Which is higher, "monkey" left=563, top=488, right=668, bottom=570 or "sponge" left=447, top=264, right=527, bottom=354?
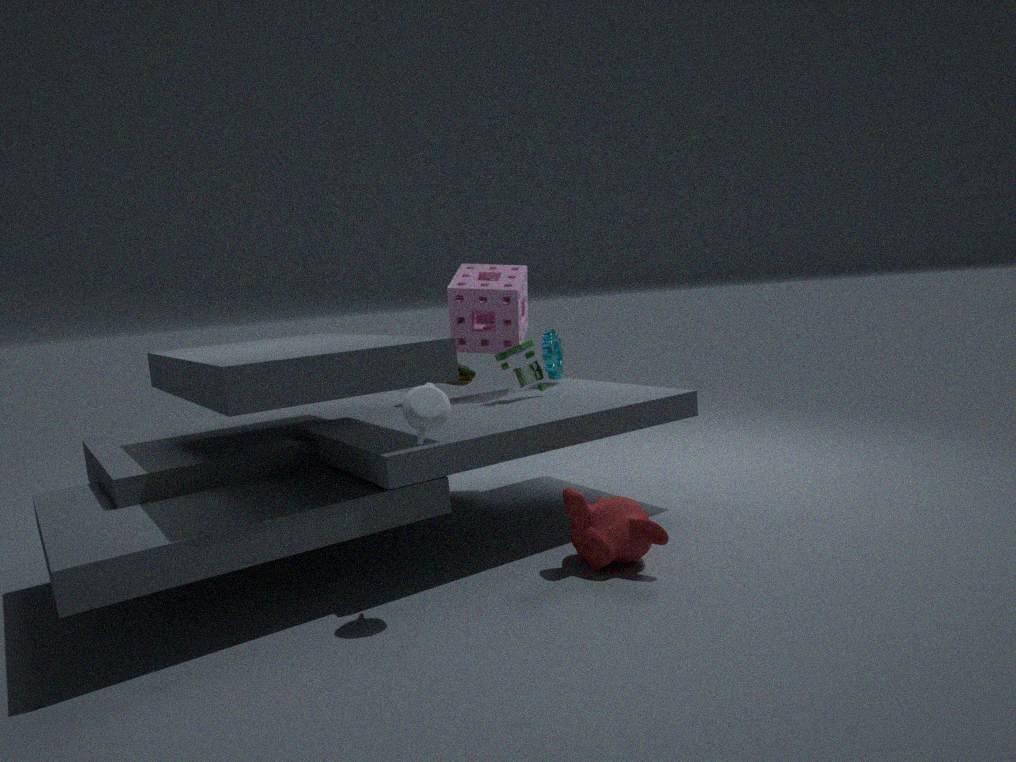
"sponge" left=447, top=264, right=527, bottom=354
